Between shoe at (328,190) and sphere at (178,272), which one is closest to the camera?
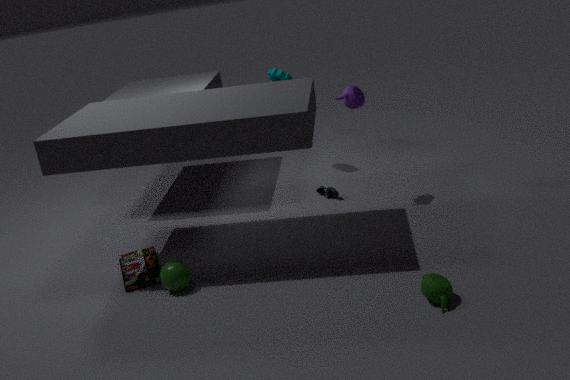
sphere at (178,272)
